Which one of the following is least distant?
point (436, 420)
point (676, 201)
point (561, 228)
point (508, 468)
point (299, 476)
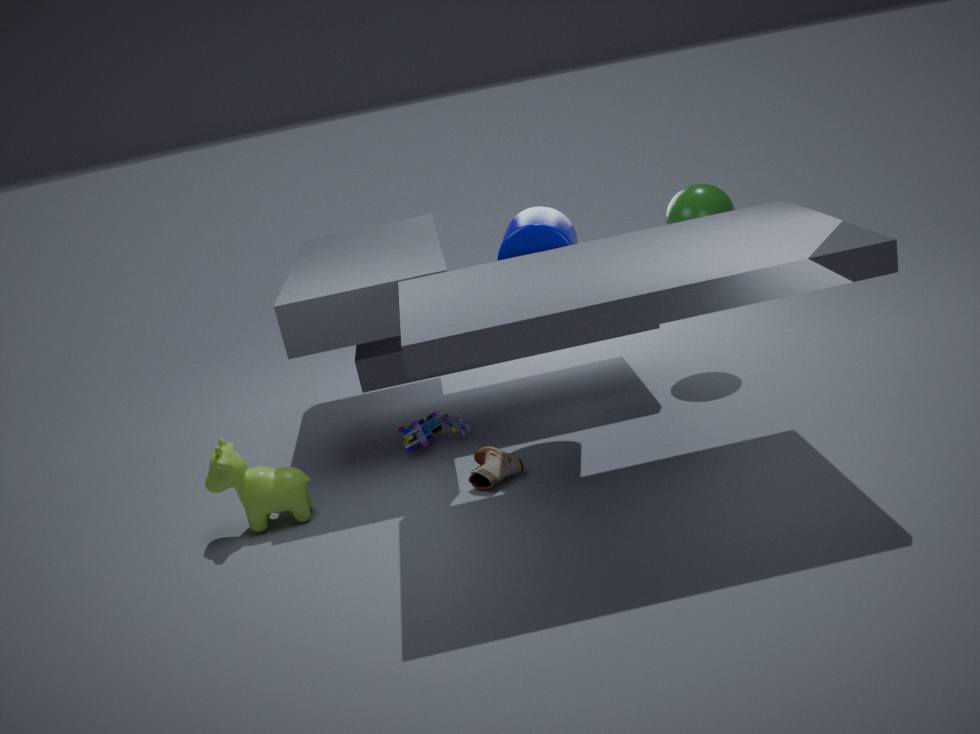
point (299, 476)
